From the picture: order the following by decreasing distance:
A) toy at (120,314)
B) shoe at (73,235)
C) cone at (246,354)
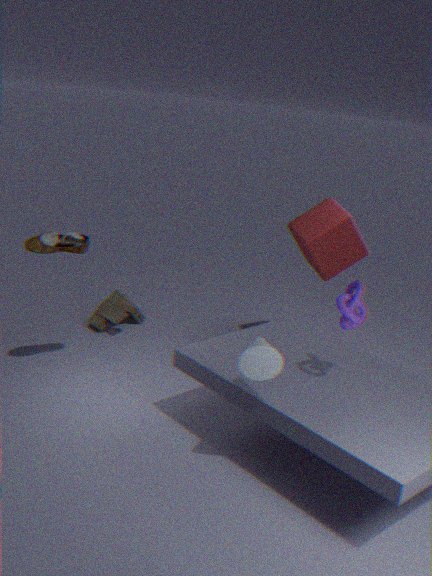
toy at (120,314) → shoe at (73,235) → cone at (246,354)
